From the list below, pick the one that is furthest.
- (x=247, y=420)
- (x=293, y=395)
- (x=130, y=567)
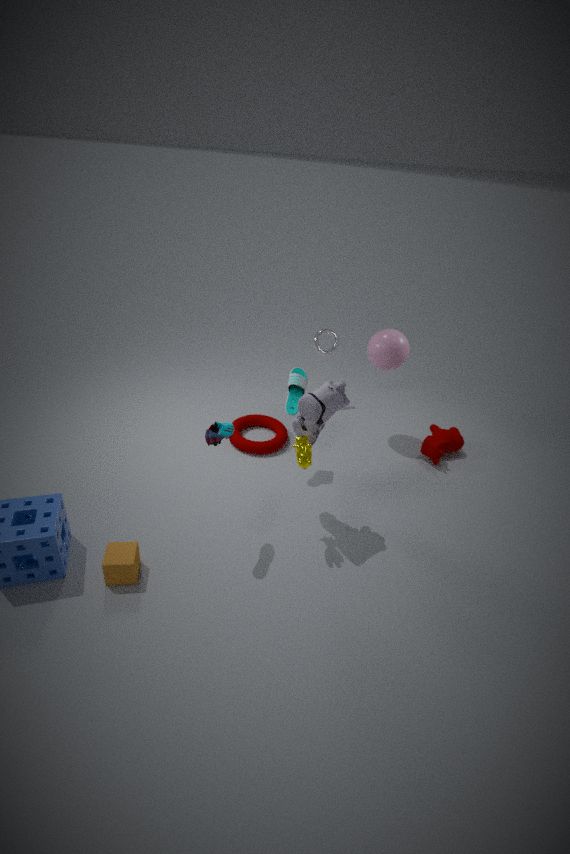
(x=247, y=420)
